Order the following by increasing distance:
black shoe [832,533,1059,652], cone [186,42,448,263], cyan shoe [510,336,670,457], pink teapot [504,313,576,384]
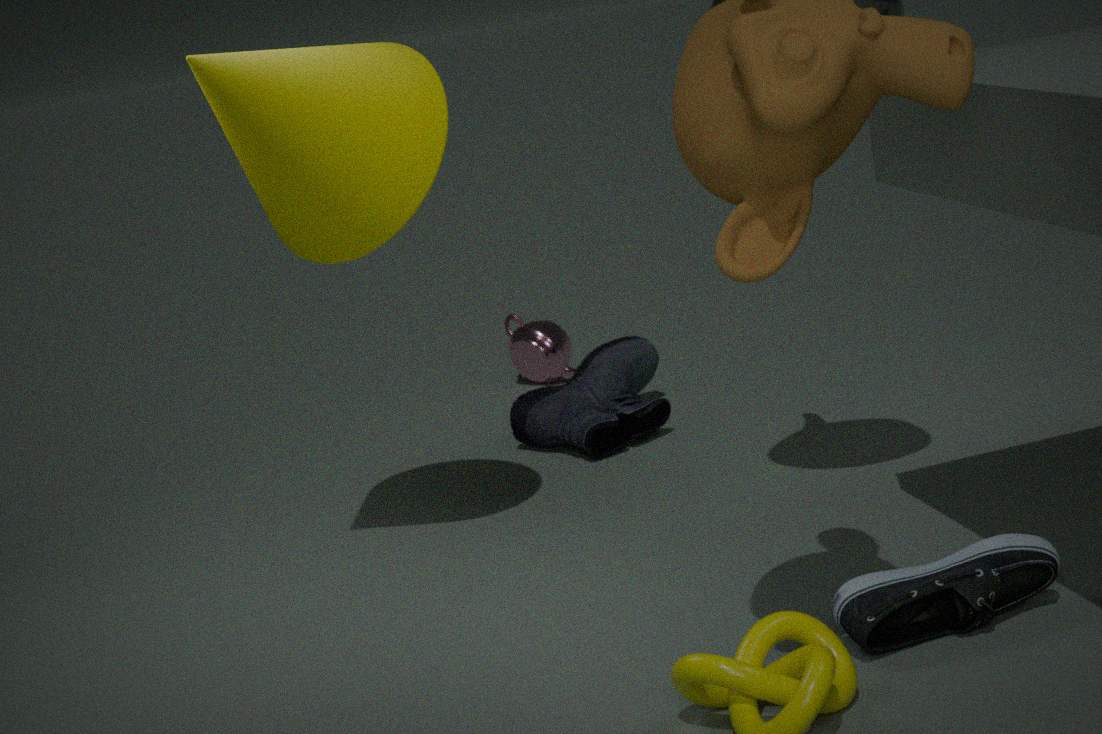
1. black shoe [832,533,1059,652]
2. cone [186,42,448,263]
3. cyan shoe [510,336,670,457]
4. pink teapot [504,313,576,384]
